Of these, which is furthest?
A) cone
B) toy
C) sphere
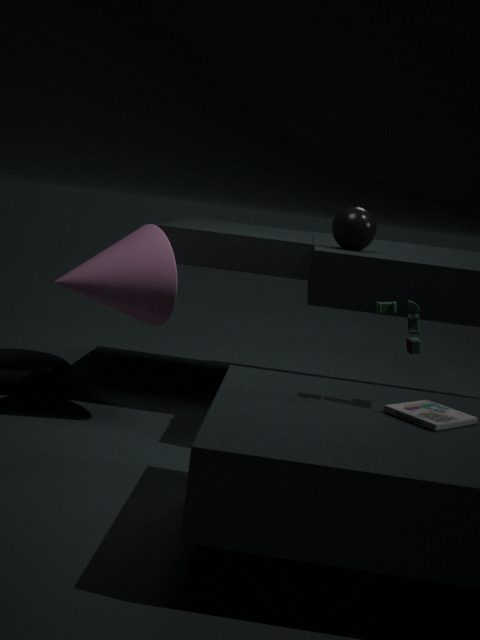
sphere
